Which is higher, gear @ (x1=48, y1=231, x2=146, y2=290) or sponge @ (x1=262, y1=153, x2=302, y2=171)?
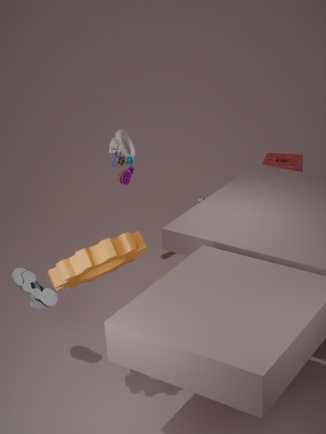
gear @ (x1=48, y1=231, x2=146, y2=290)
